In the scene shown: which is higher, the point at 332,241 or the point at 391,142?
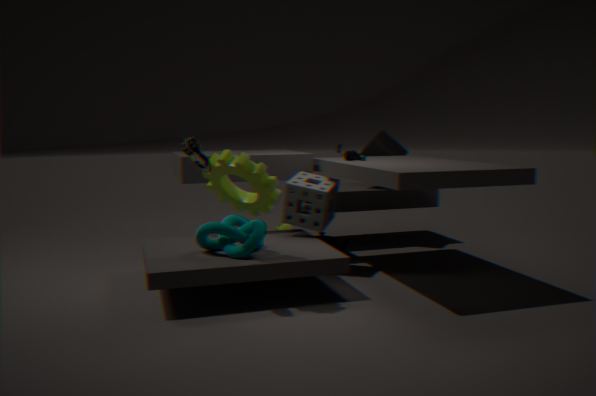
the point at 391,142
